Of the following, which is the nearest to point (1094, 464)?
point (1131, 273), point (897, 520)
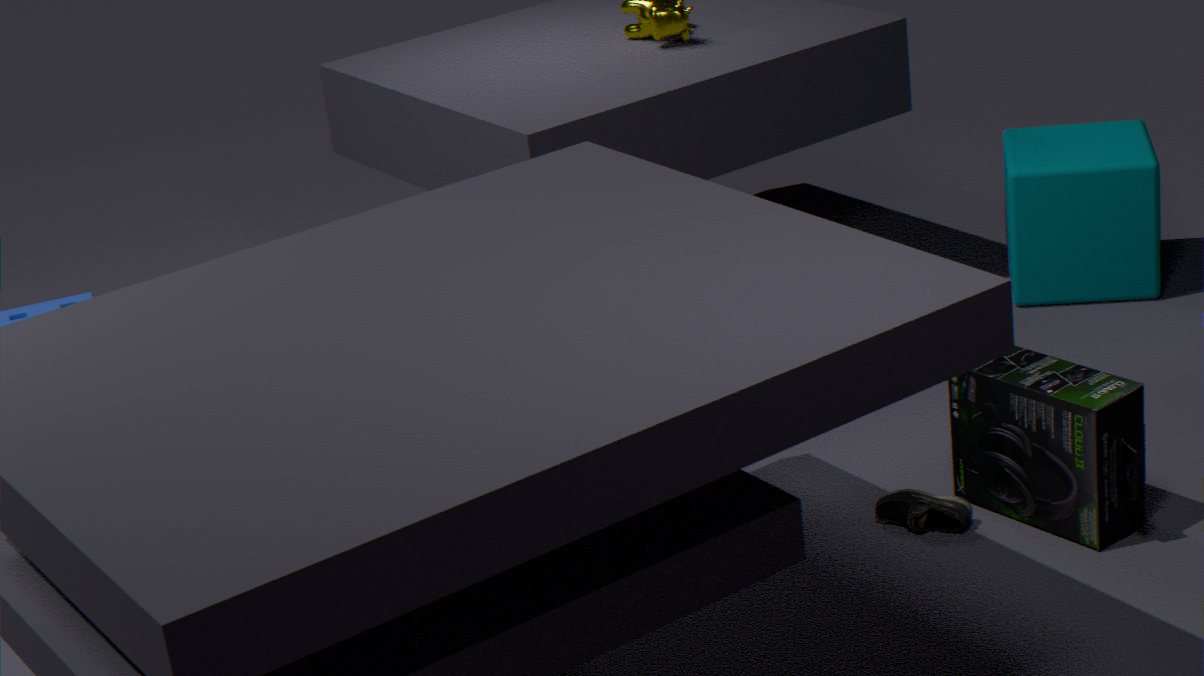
point (897, 520)
